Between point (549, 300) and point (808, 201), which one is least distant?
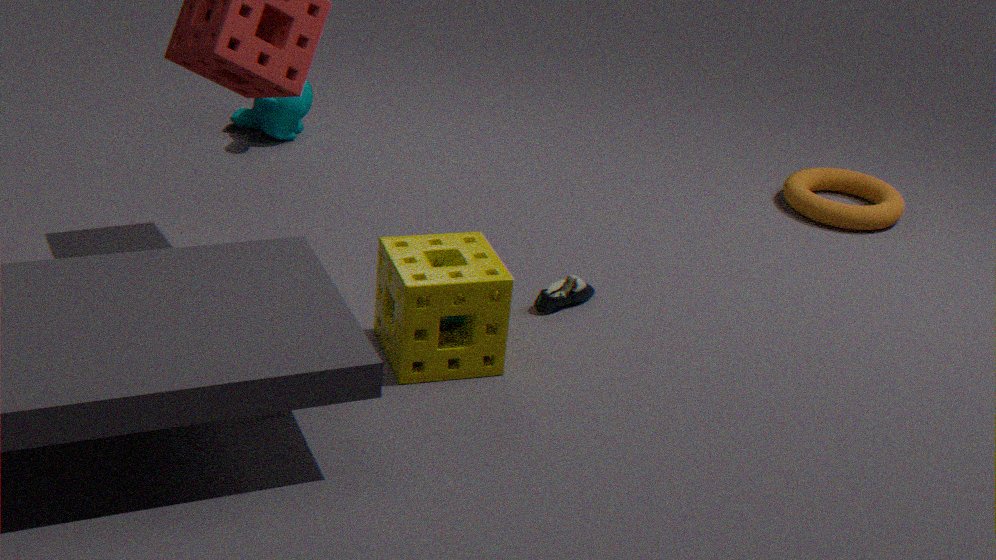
point (549, 300)
